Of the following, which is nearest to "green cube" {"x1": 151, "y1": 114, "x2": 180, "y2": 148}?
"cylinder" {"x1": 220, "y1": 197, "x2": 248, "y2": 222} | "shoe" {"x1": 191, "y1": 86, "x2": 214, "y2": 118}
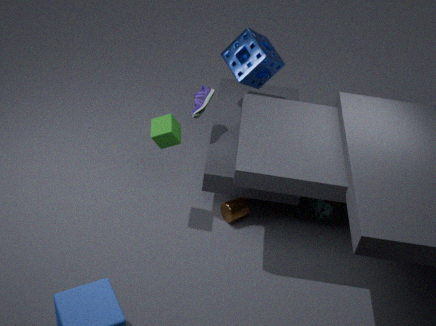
"shoe" {"x1": 191, "y1": 86, "x2": 214, "y2": 118}
